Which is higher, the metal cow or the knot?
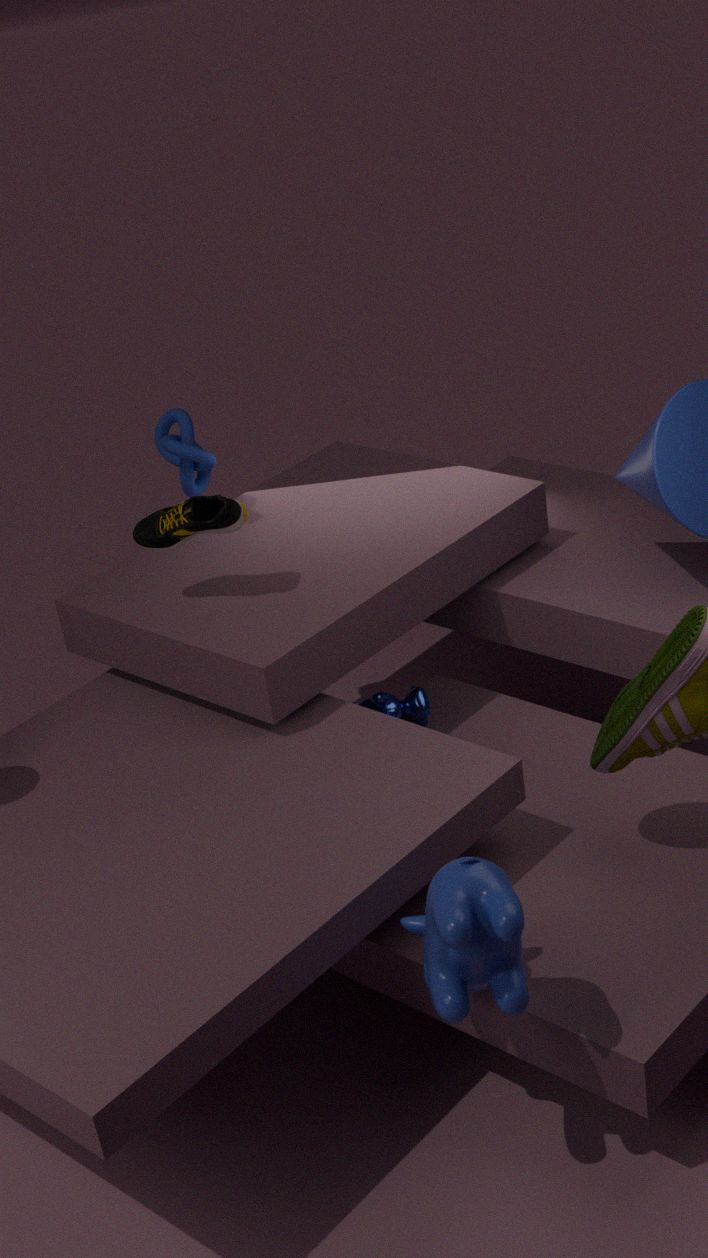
the knot
